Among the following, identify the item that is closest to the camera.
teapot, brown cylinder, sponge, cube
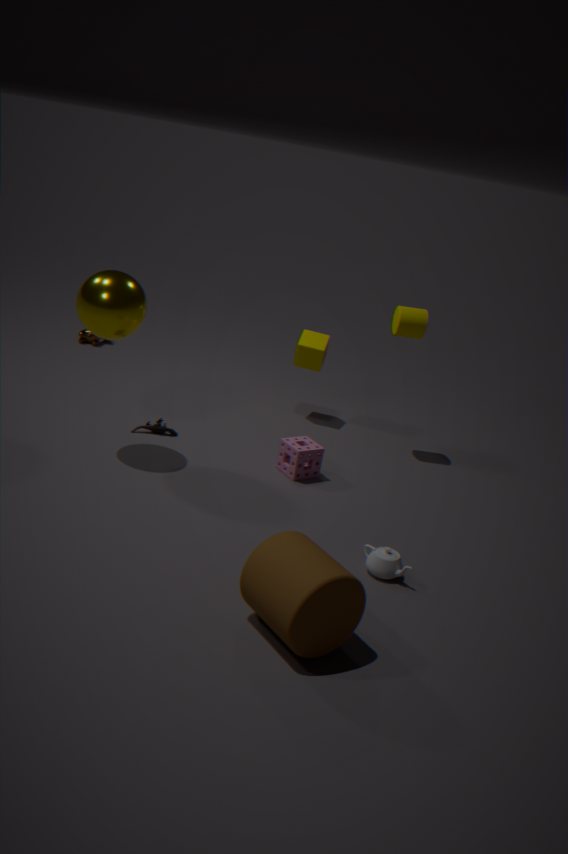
brown cylinder
